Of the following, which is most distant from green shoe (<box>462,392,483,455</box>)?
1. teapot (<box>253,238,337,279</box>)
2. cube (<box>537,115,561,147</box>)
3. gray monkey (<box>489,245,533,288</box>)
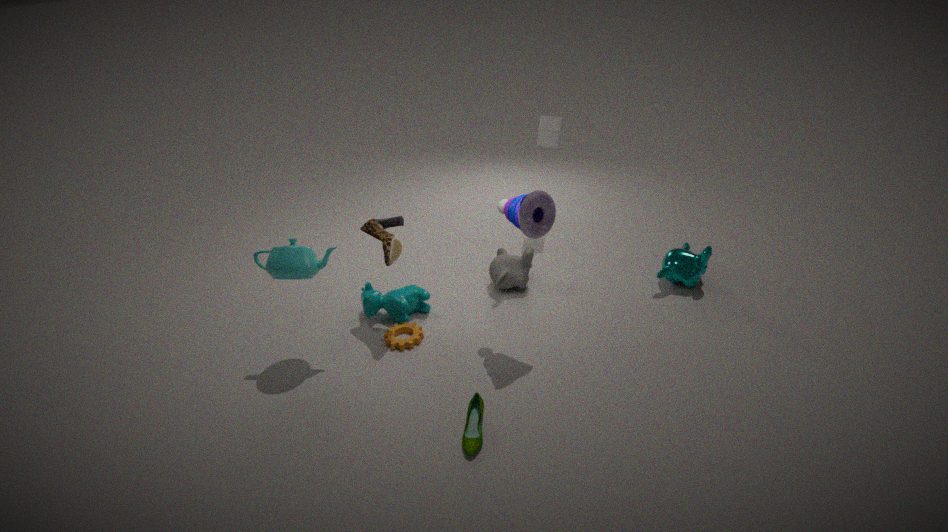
cube (<box>537,115,561,147</box>)
